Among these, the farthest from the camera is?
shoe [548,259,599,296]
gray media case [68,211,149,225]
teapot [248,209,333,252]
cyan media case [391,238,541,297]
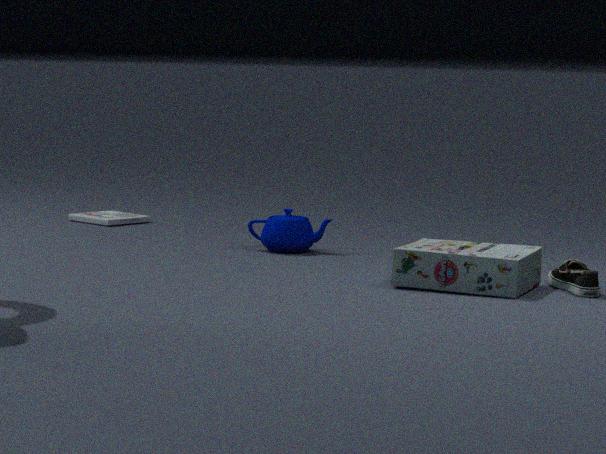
gray media case [68,211,149,225]
